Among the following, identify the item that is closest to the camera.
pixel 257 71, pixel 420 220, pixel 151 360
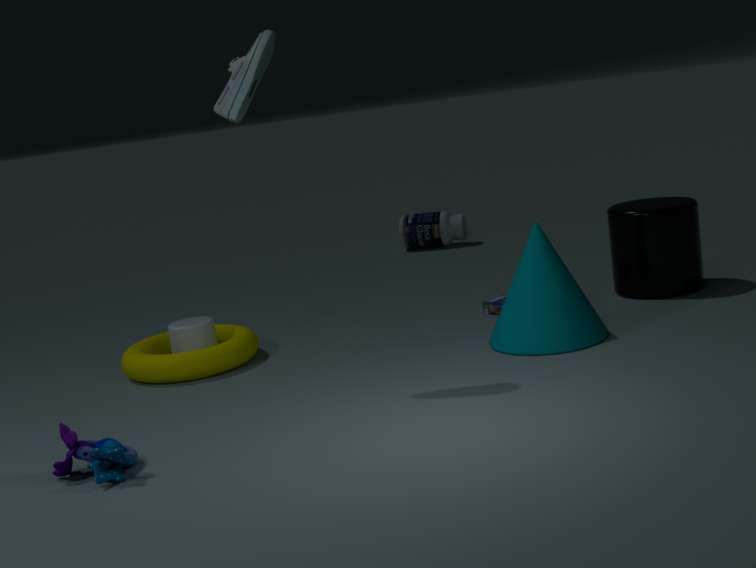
pixel 257 71
